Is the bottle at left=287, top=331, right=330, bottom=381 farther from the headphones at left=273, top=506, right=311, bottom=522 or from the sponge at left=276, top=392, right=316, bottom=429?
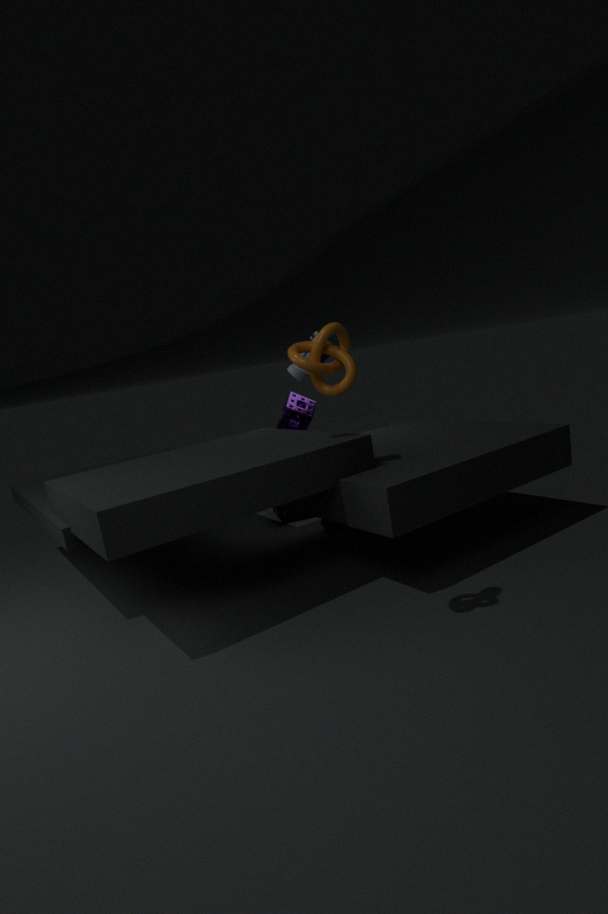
the headphones at left=273, top=506, right=311, bottom=522
